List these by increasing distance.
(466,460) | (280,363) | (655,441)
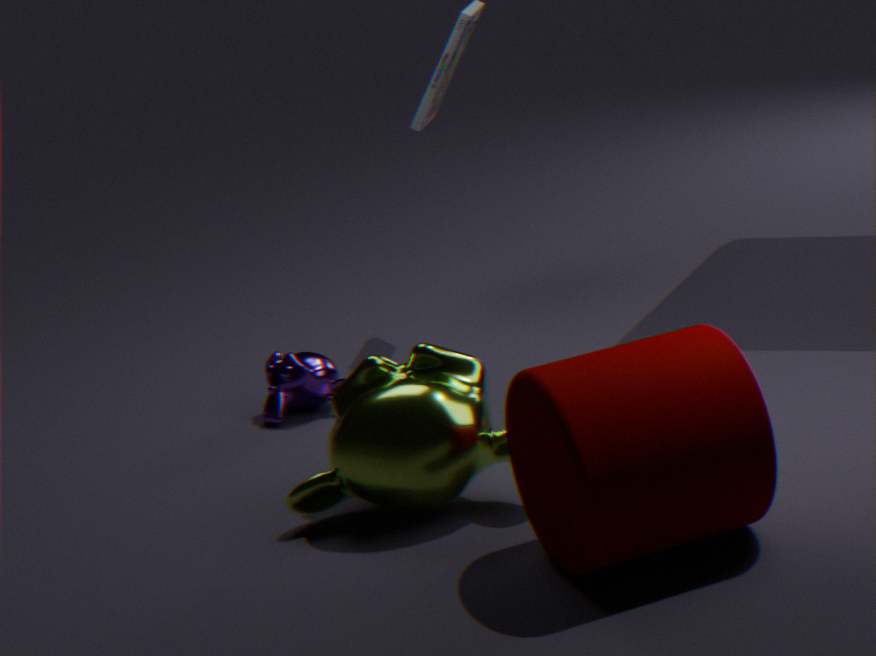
(655,441), (466,460), (280,363)
